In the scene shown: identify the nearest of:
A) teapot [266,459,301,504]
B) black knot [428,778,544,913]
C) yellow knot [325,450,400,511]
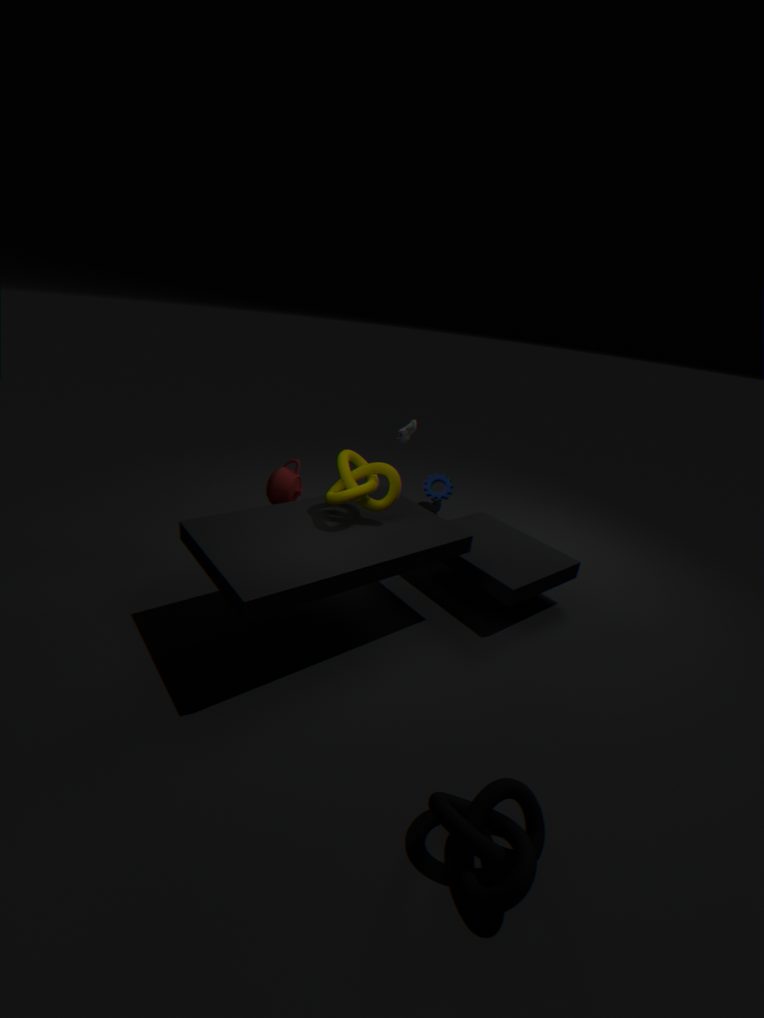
black knot [428,778,544,913]
